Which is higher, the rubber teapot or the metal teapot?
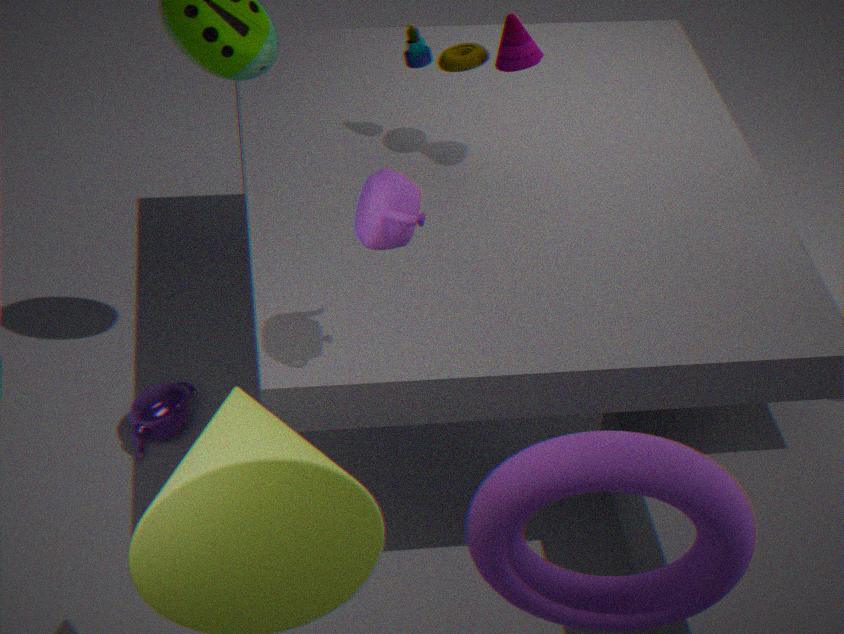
the rubber teapot
